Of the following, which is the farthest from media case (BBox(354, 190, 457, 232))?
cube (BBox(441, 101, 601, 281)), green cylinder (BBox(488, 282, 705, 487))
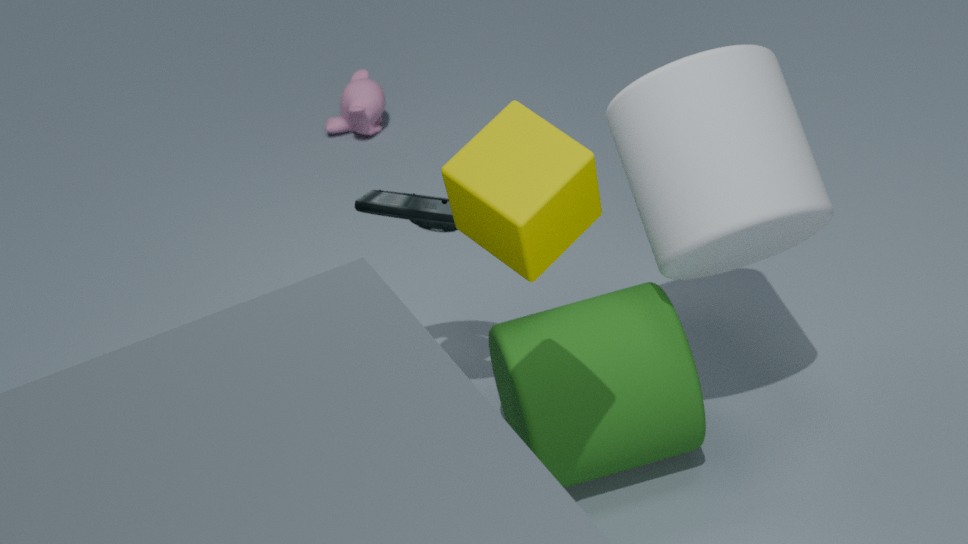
cube (BBox(441, 101, 601, 281))
